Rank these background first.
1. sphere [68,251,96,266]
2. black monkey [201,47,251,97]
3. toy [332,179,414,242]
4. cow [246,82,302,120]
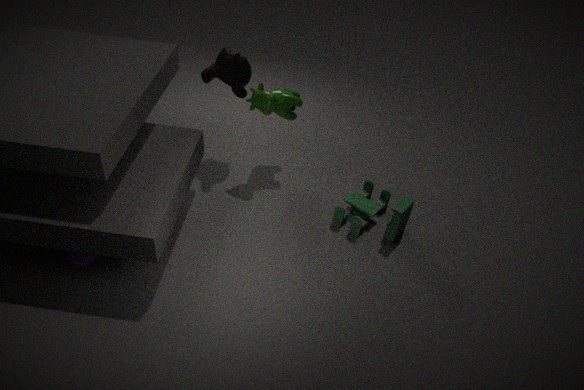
black monkey [201,47,251,97], cow [246,82,302,120], toy [332,179,414,242], sphere [68,251,96,266]
